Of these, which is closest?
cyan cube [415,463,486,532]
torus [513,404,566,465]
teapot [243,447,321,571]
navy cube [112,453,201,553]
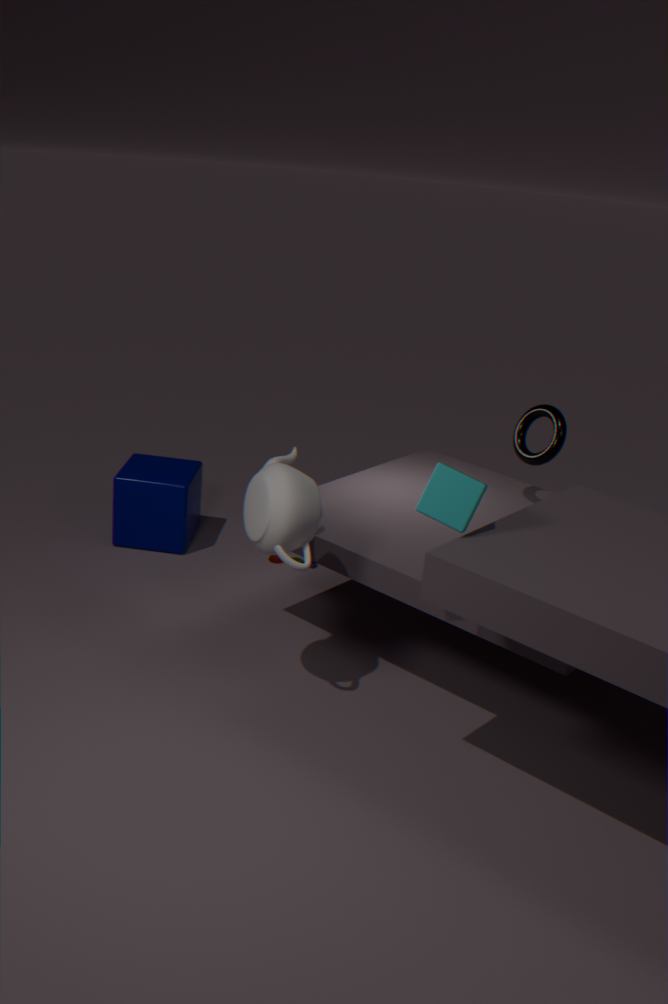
cyan cube [415,463,486,532]
